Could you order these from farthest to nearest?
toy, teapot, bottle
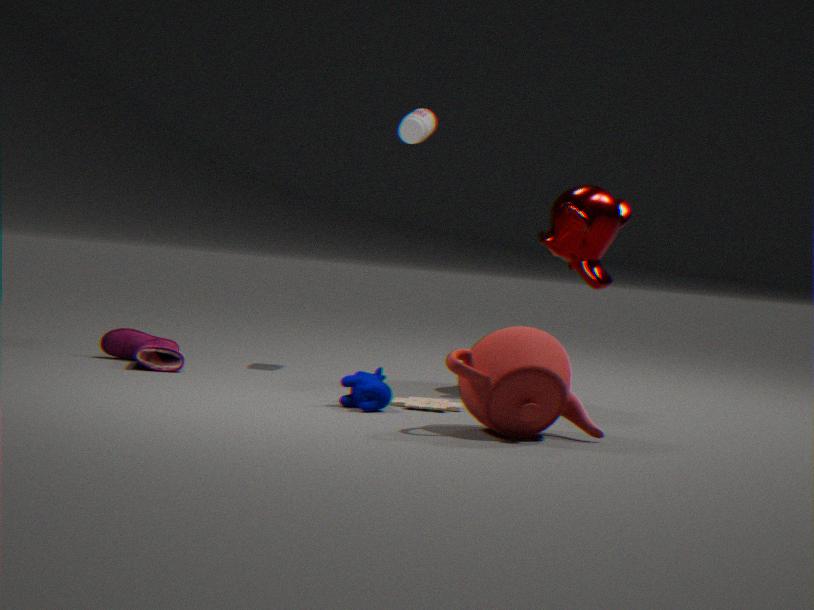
1. bottle
2. toy
3. teapot
